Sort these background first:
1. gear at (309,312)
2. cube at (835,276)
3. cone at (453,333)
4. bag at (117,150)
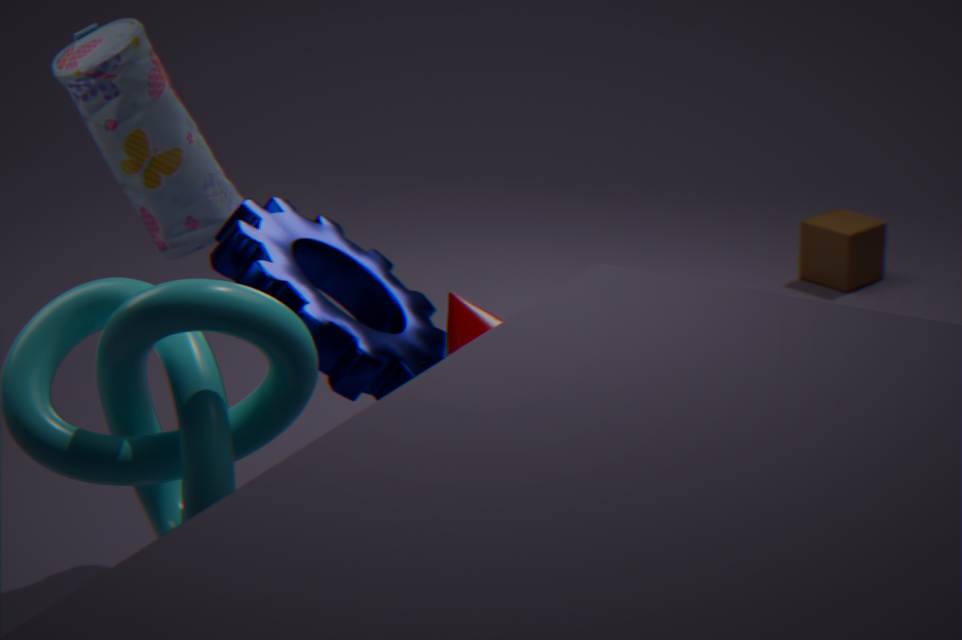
cube at (835,276) < bag at (117,150) < gear at (309,312) < cone at (453,333)
